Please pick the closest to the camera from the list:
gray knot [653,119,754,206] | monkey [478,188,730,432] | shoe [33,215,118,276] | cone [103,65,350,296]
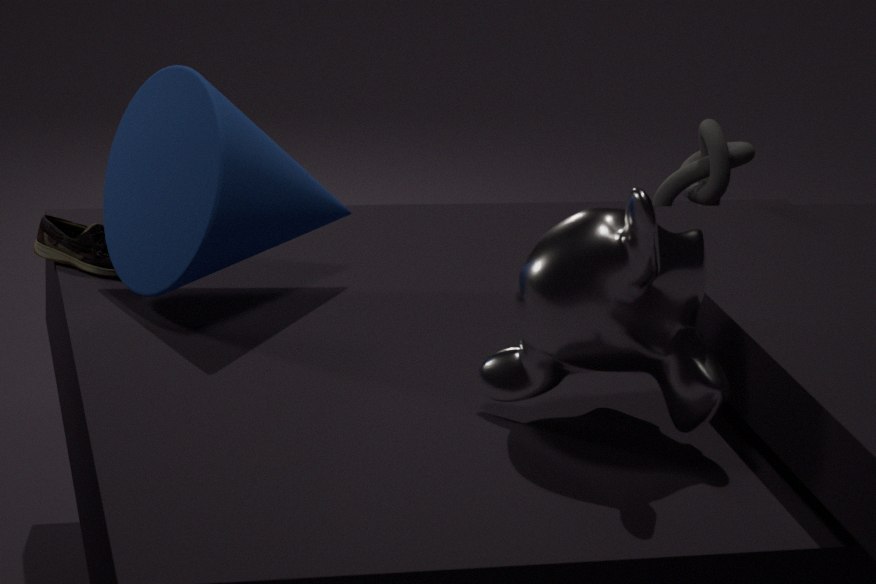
monkey [478,188,730,432]
